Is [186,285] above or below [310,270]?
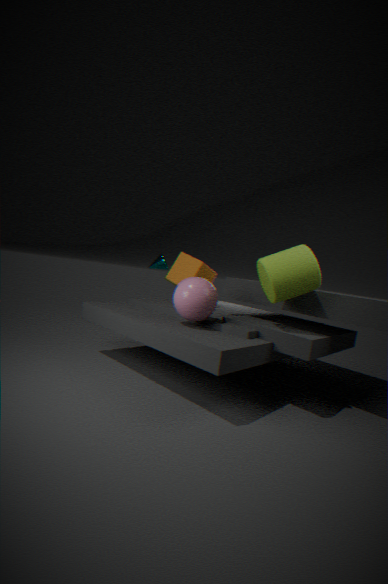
below
